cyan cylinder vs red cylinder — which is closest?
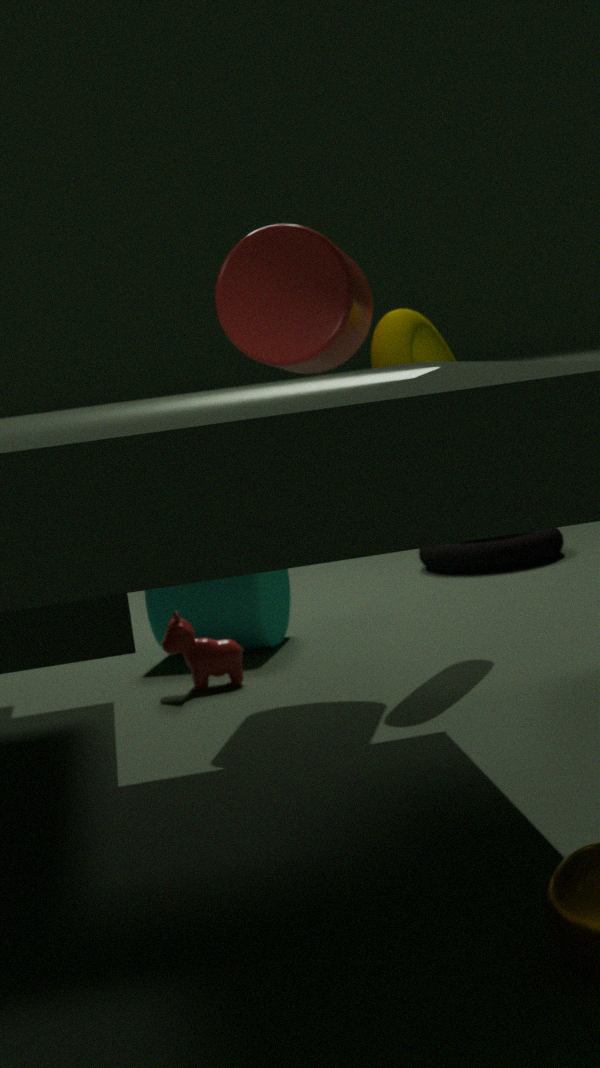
red cylinder
